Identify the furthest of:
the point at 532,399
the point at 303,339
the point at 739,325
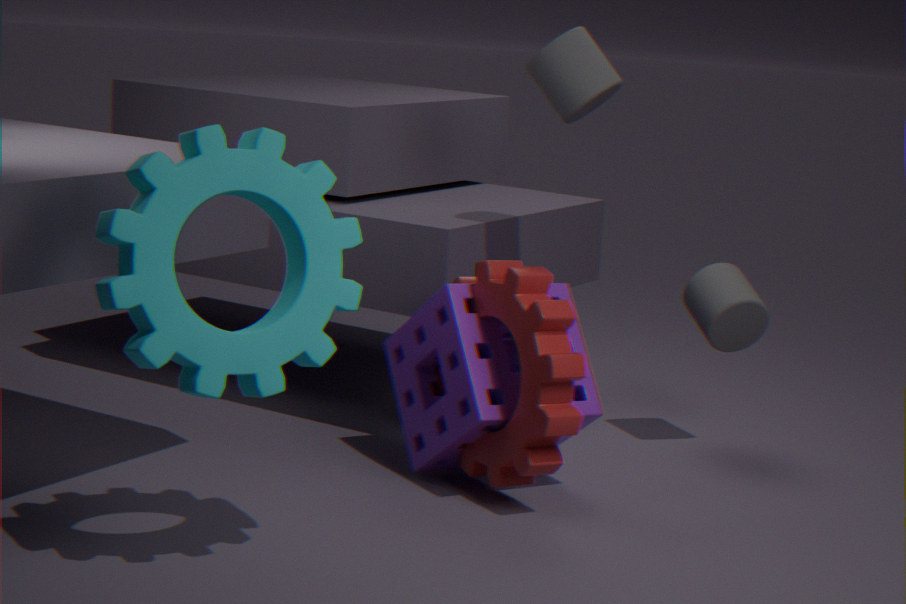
the point at 739,325
